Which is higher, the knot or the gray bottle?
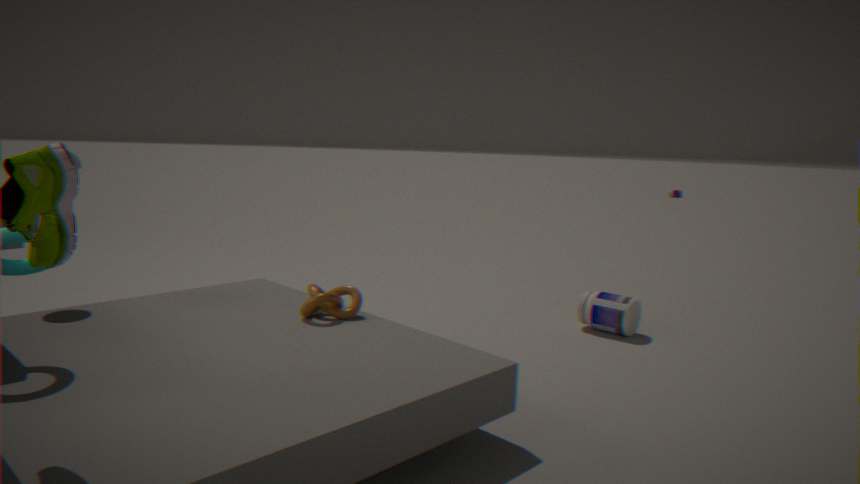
the knot
